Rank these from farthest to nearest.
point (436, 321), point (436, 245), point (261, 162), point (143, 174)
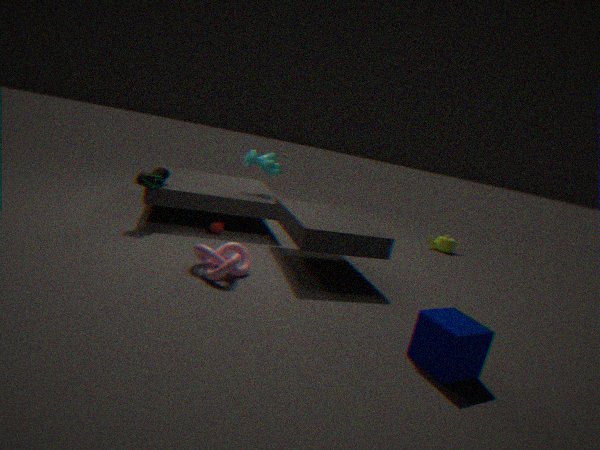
1. point (436, 245)
2. point (261, 162)
3. point (143, 174)
4. point (436, 321)
